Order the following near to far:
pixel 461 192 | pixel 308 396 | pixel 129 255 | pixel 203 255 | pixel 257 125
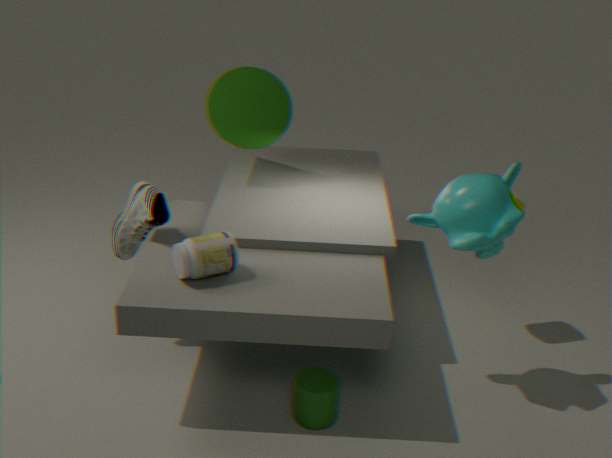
pixel 203 255
pixel 308 396
pixel 461 192
pixel 129 255
pixel 257 125
